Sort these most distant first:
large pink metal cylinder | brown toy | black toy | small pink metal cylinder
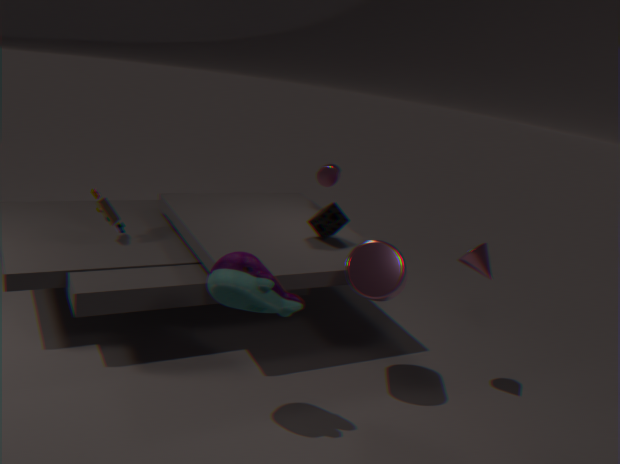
1. small pink metal cylinder
2. brown toy
3. large pink metal cylinder
4. black toy
